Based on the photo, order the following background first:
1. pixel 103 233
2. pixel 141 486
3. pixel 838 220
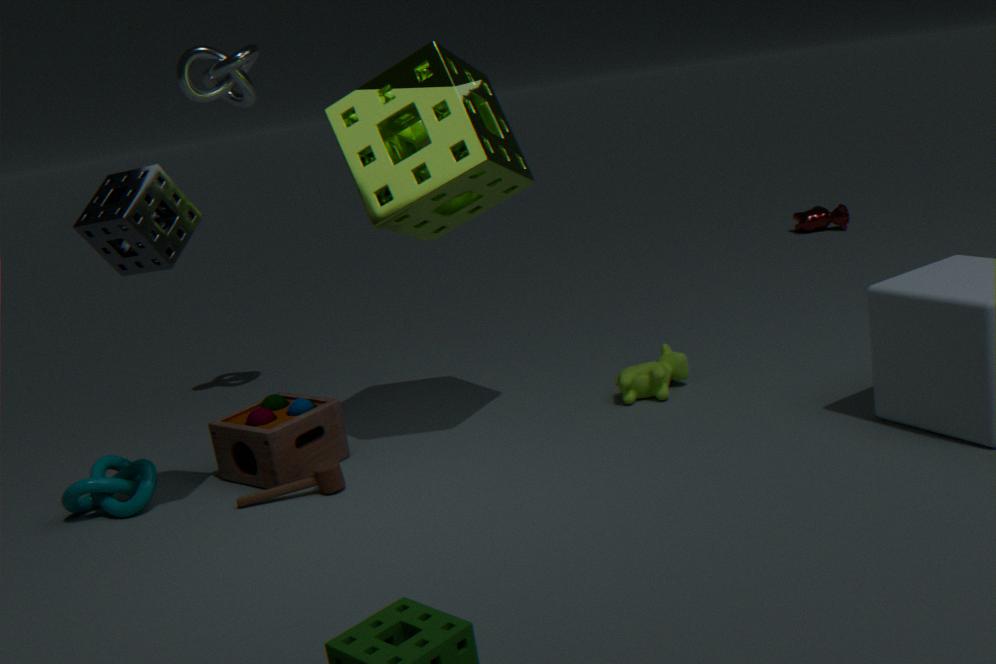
pixel 838 220
pixel 141 486
pixel 103 233
